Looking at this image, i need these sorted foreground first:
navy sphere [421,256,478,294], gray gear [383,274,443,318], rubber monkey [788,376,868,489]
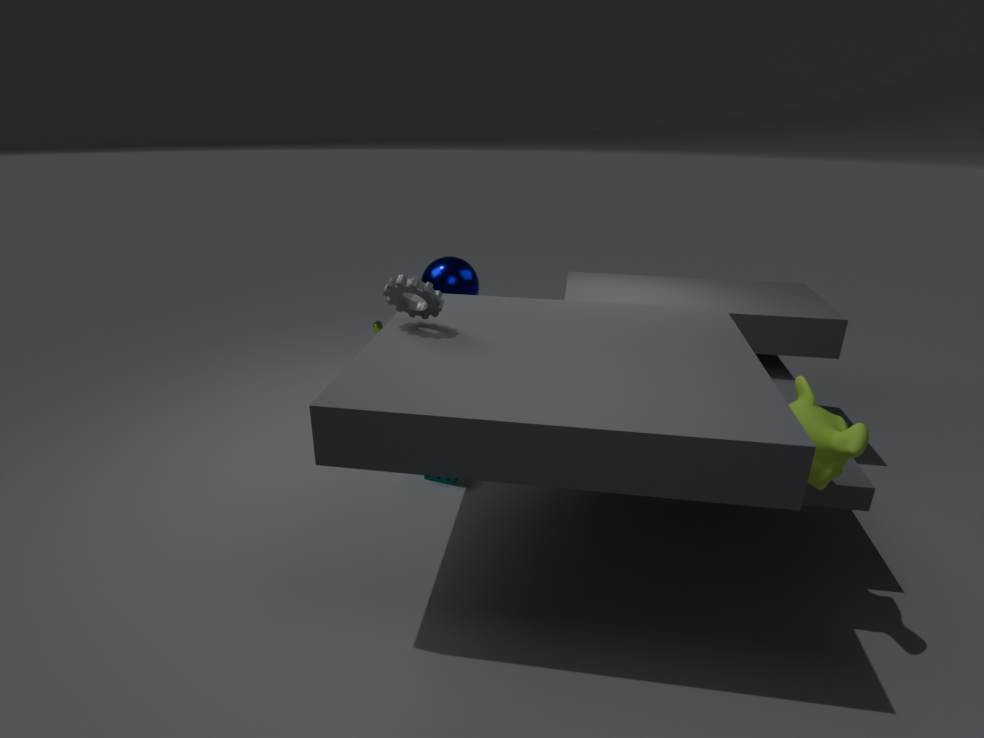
rubber monkey [788,376,868,489] → gray gear [383,274,443,318] → navy sphere [421,256,478,294]
